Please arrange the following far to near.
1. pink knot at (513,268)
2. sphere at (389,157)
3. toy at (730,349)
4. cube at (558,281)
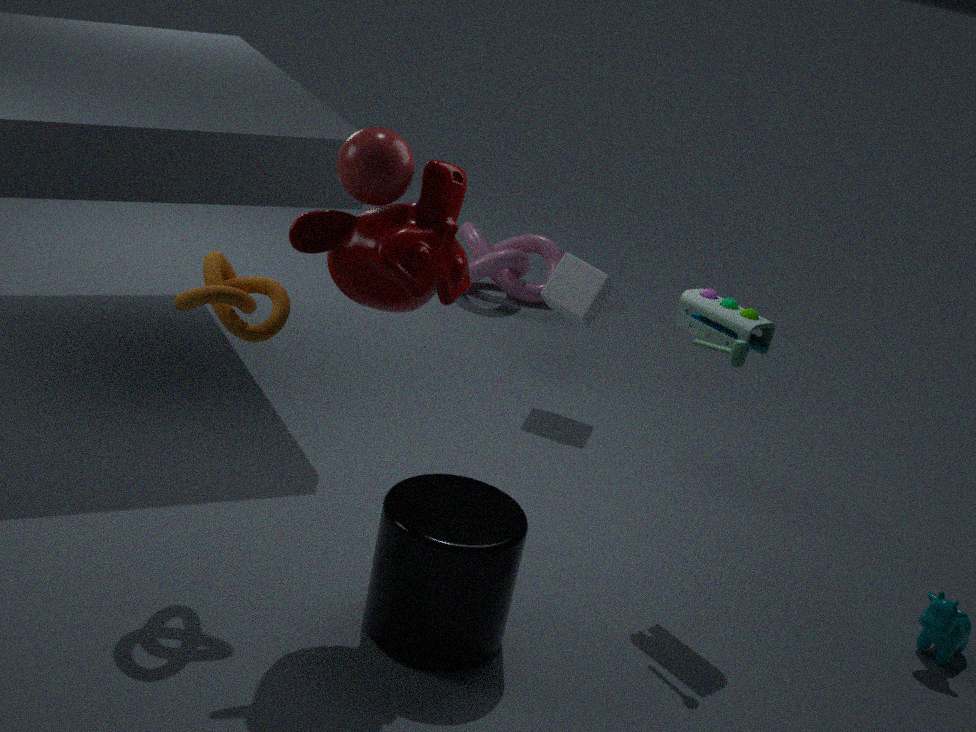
pink knot at (513,268) → cube at (558,281) → toy at (730,349) → sphere at (389,157)
